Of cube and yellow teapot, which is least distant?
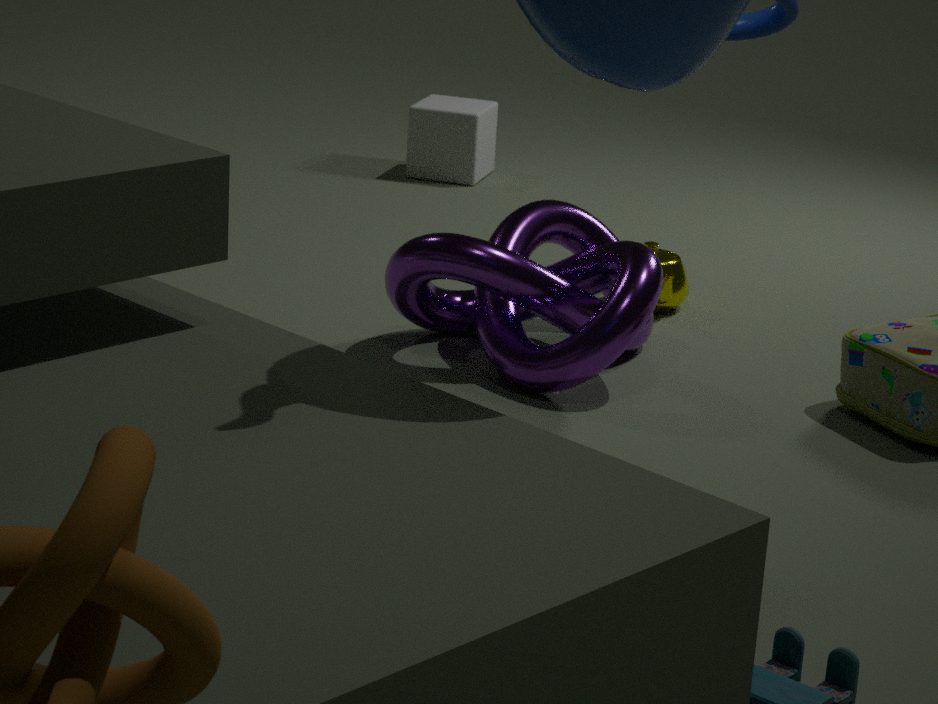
yellow teapot
